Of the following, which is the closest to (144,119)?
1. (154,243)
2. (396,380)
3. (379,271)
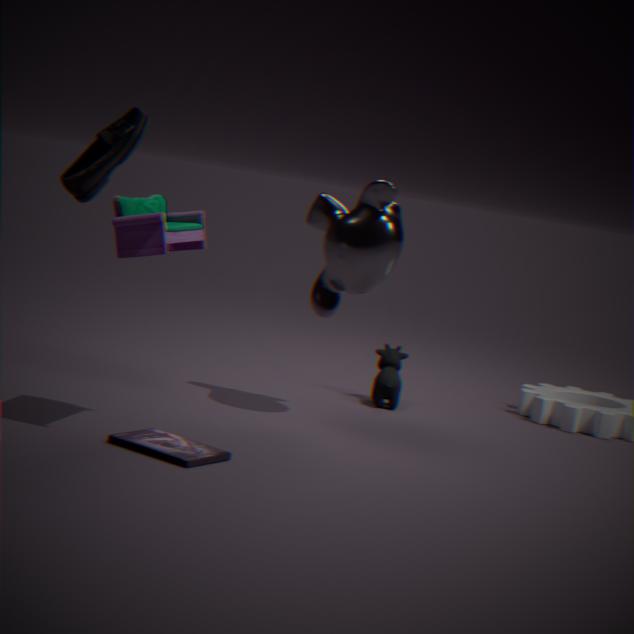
(154,243)
